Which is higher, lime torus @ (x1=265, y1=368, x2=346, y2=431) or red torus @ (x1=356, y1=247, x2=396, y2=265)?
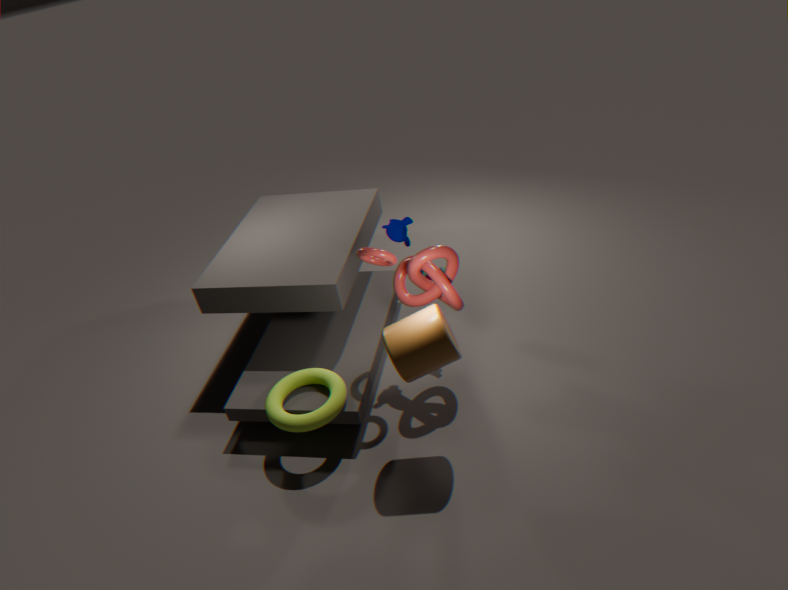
red torus @ (x1=356, y1=247, x2=396, y2=265)
